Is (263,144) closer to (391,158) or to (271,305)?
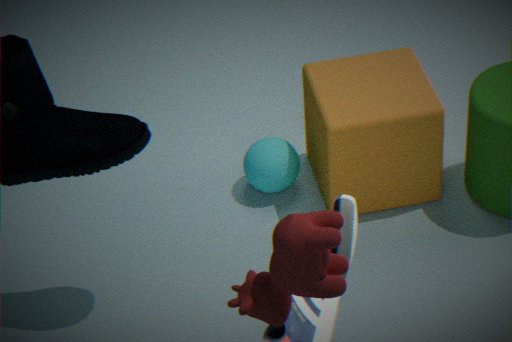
(391,158)
